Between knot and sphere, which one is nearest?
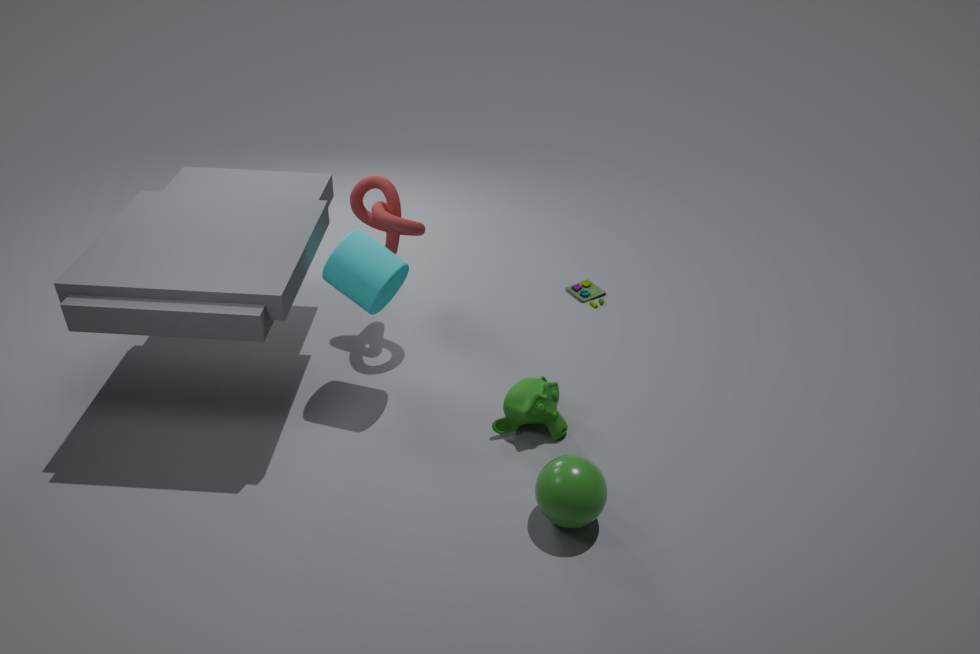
sphere
